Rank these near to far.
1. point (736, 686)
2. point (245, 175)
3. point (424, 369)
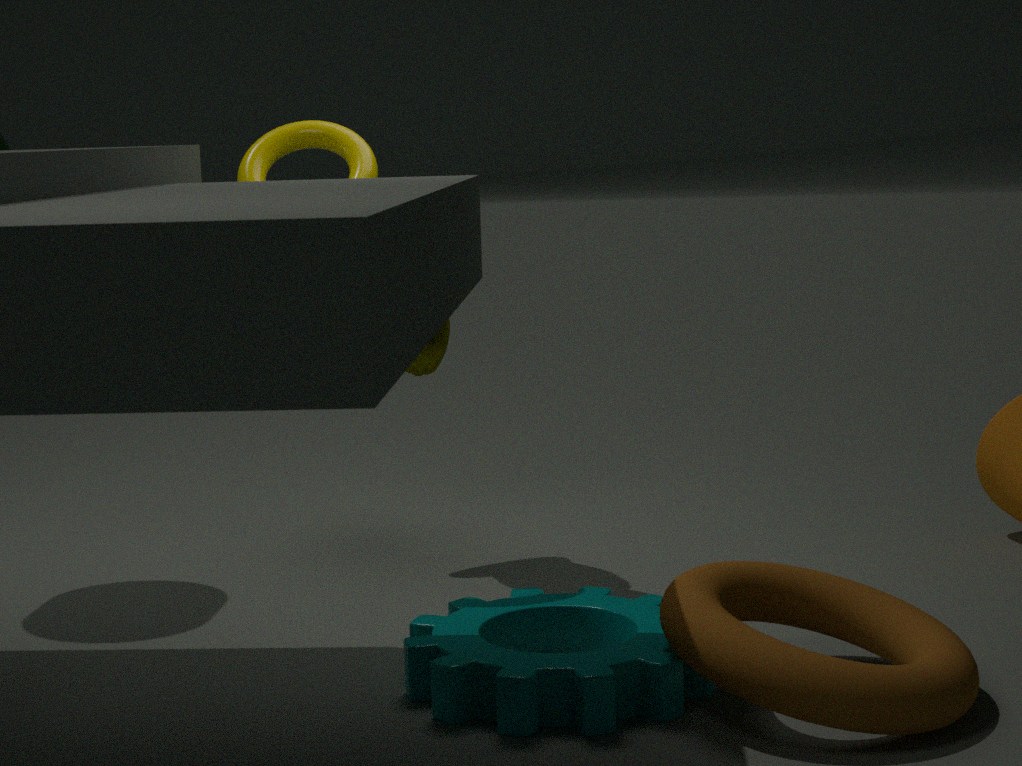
point (736, 686), point (245, 175), point (424, 369)
